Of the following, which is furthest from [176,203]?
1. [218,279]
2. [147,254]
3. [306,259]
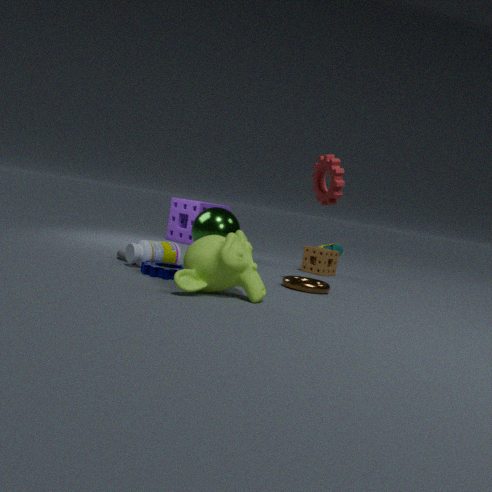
[218,279]
